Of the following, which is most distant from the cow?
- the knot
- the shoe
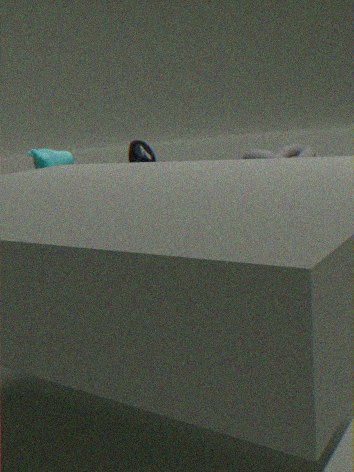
the knot
